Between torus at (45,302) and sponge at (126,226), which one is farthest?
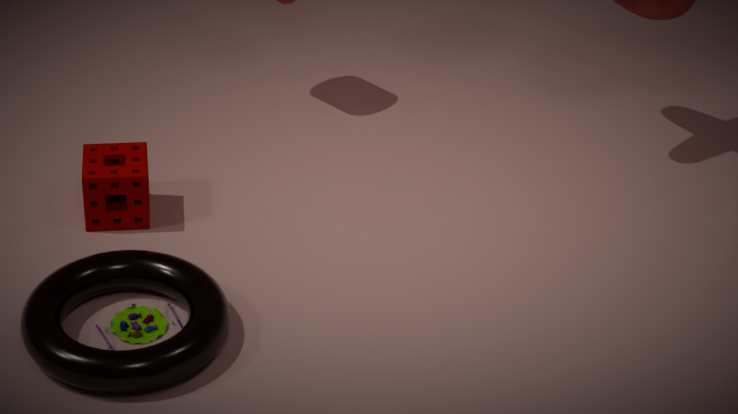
sponge at (126,226)
